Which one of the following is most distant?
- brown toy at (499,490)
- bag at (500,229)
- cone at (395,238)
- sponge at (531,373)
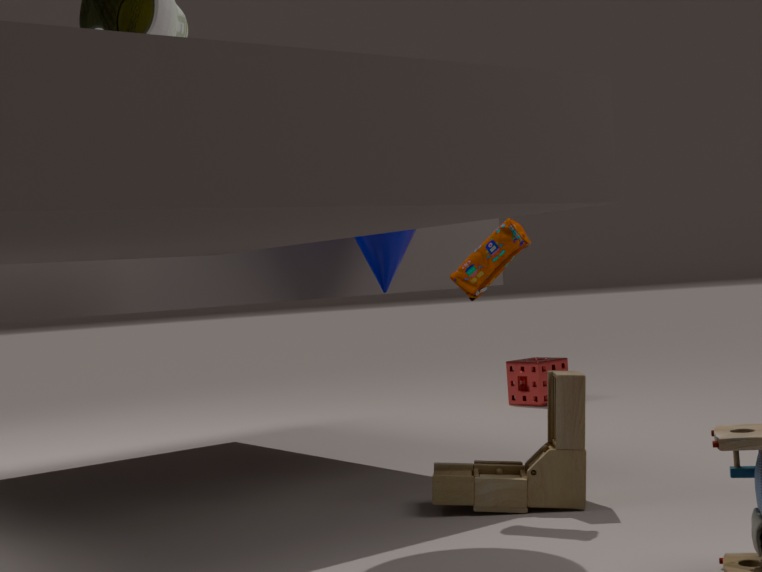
sponge at (531,373)
